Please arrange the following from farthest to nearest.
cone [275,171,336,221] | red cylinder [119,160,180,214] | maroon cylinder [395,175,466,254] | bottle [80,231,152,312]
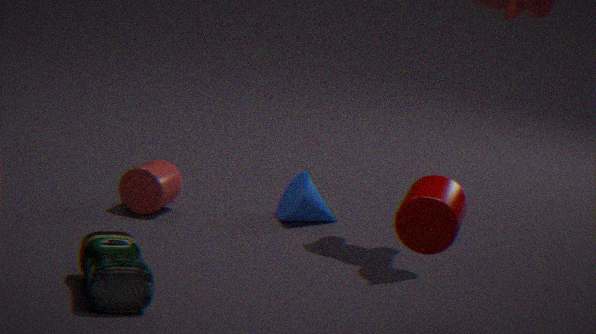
cone [275,171,336,221]
red cylinder [119,160,180,214]
bottle [80,231,152,312]
maroon cylinder [395,175,466,254]
